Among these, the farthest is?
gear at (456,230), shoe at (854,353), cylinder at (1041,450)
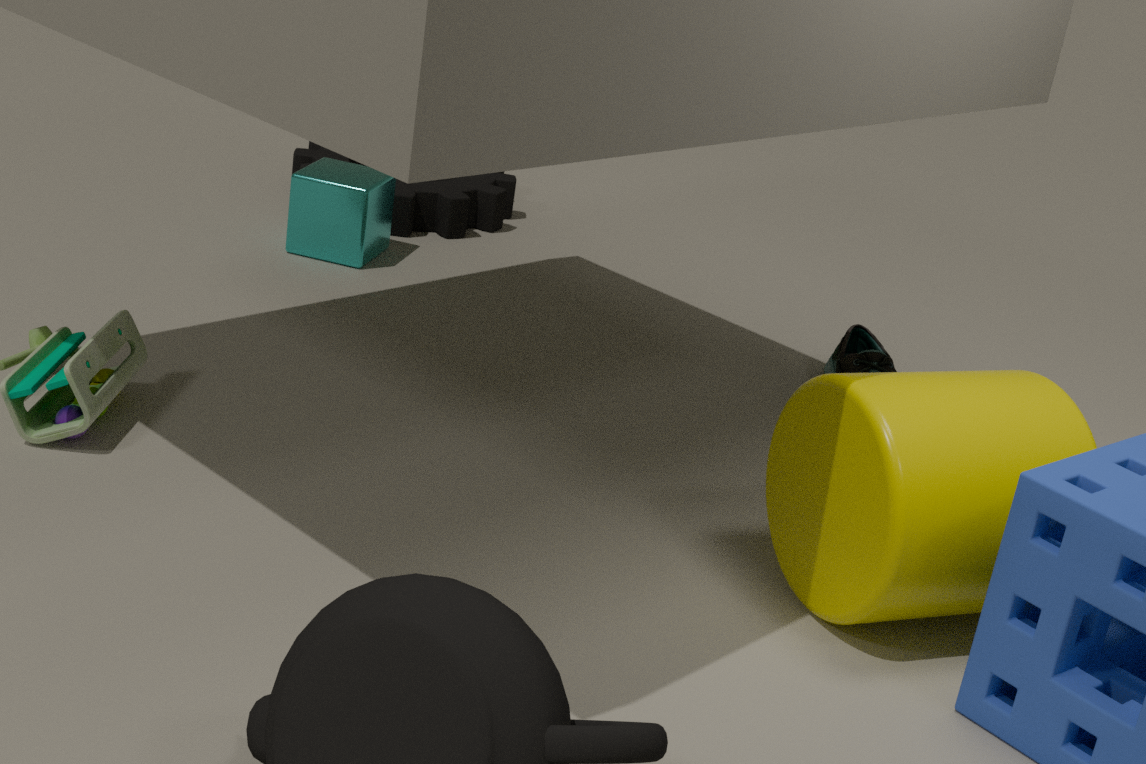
gear at (456,230)
